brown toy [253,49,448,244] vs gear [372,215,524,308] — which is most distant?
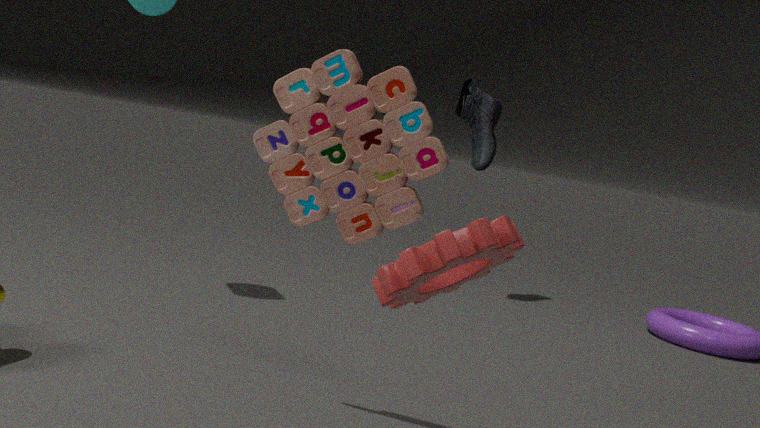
brown toy [253,49,448,244]
